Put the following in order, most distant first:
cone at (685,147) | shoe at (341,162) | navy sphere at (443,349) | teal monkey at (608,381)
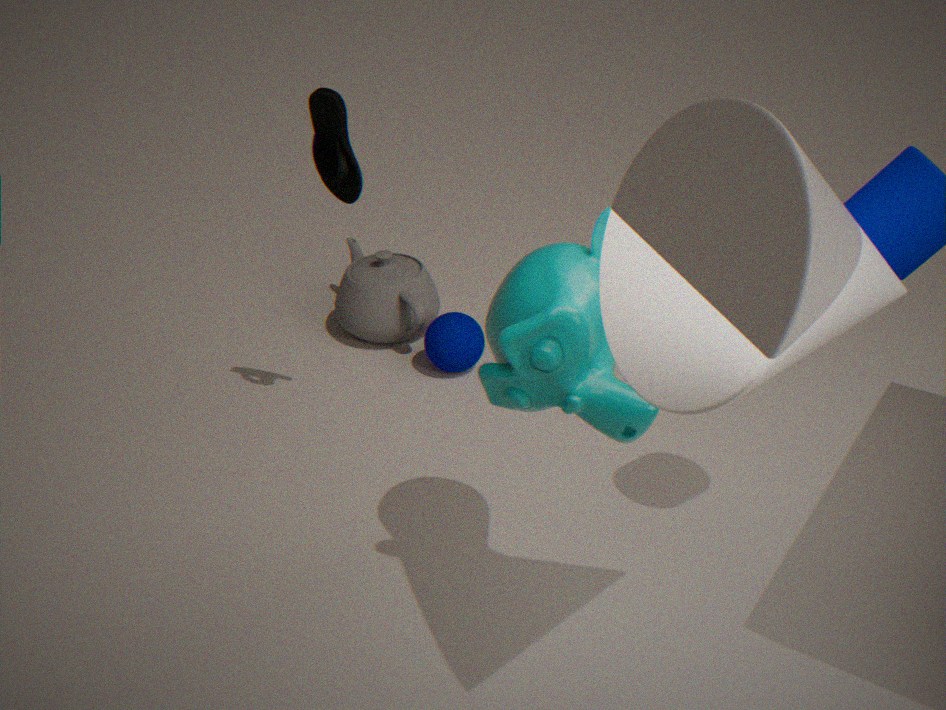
navy sphere at (443,349) → shoe at (341,162) → teal monkey at (608,381) → cone at (685,147)
